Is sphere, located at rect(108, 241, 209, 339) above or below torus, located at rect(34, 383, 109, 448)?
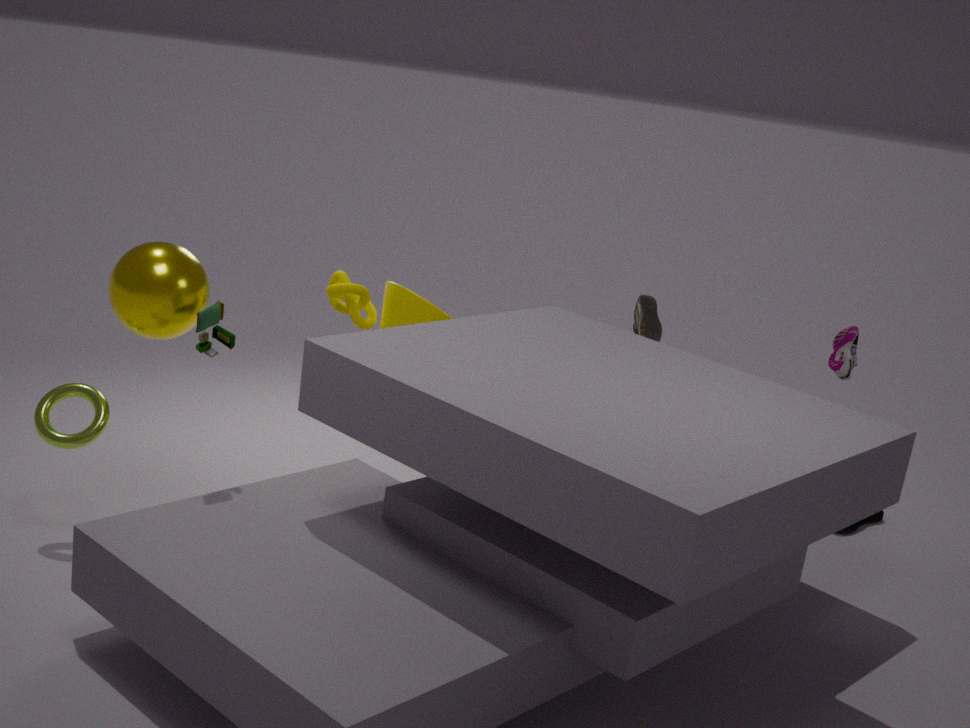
above
